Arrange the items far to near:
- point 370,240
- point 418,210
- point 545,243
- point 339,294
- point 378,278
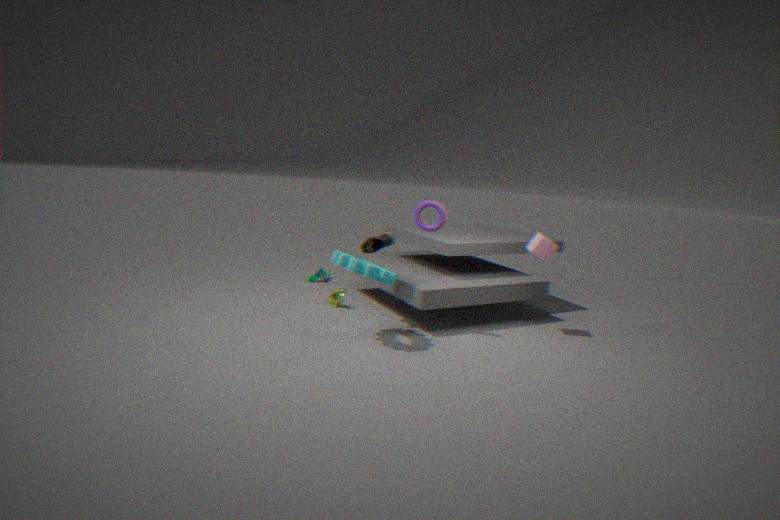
point 339,294, point 545,243, point 370,240, point 418,210, point 378,278
